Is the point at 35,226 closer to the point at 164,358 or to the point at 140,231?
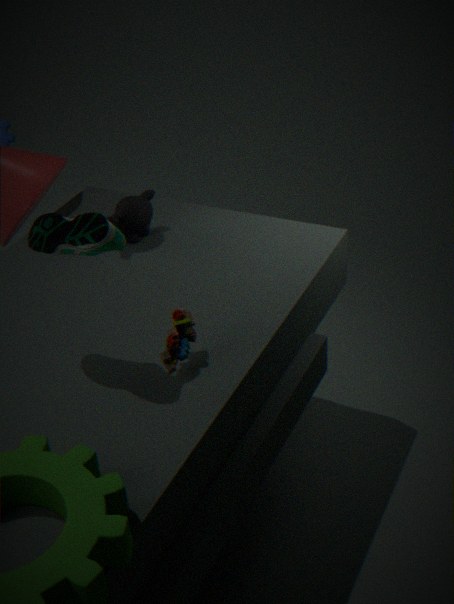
the point at 164,358
